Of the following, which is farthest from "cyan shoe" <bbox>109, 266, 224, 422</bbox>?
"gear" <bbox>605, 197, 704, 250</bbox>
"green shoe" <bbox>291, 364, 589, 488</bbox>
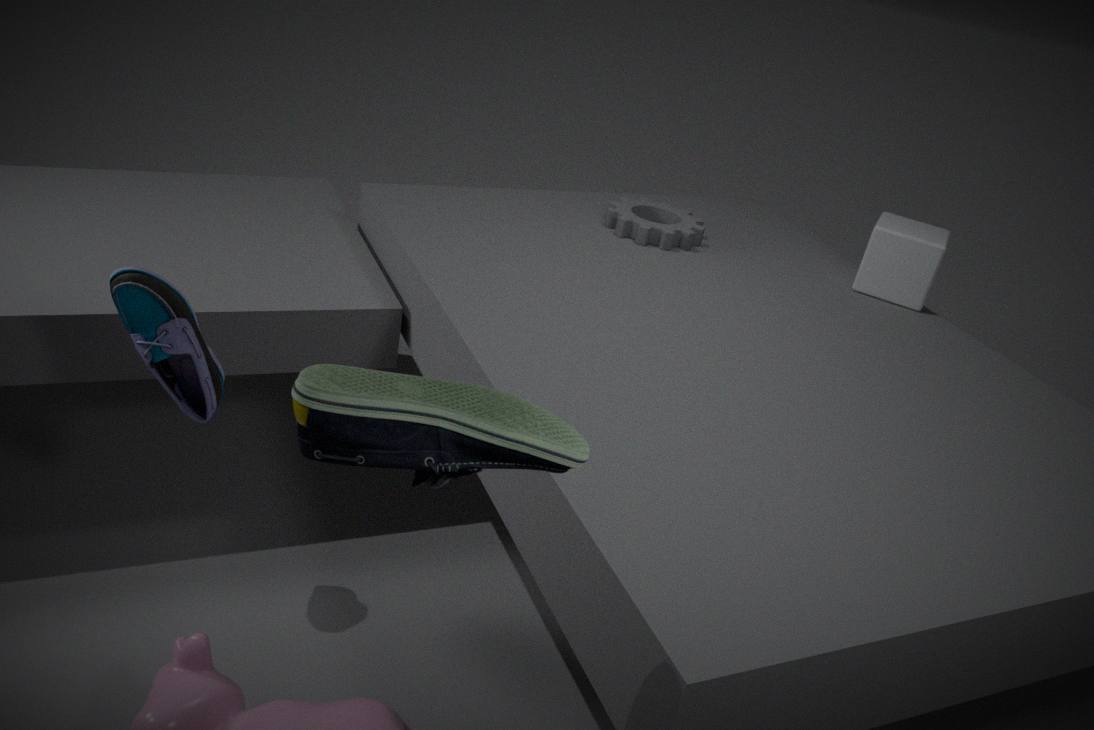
"gear" <bbox>605, 197, 704, 250</bbox>
